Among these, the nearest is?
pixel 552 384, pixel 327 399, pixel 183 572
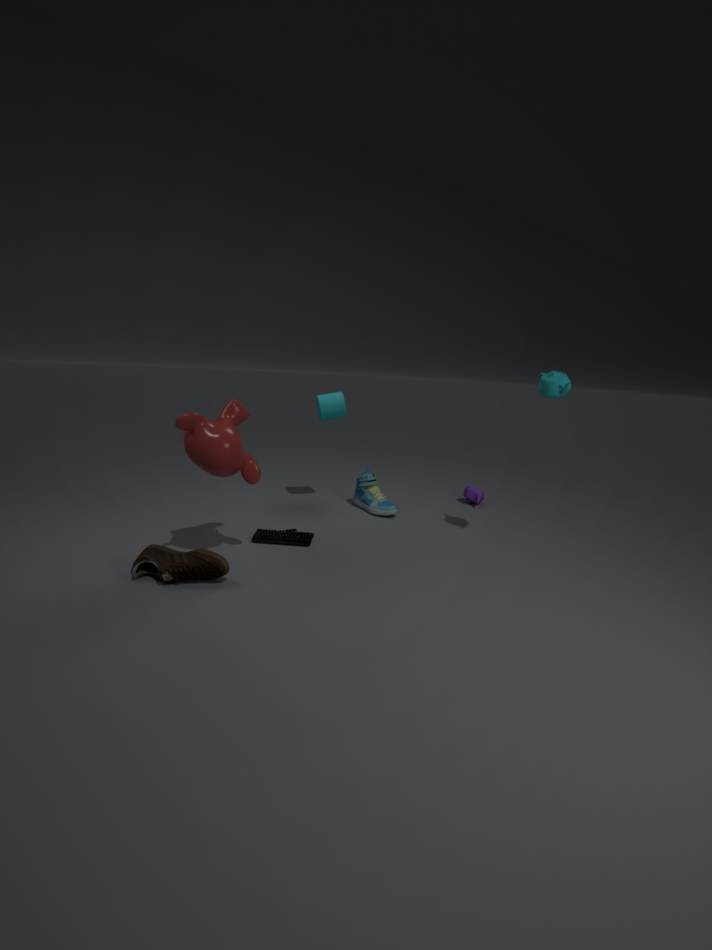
pixel 183 572
